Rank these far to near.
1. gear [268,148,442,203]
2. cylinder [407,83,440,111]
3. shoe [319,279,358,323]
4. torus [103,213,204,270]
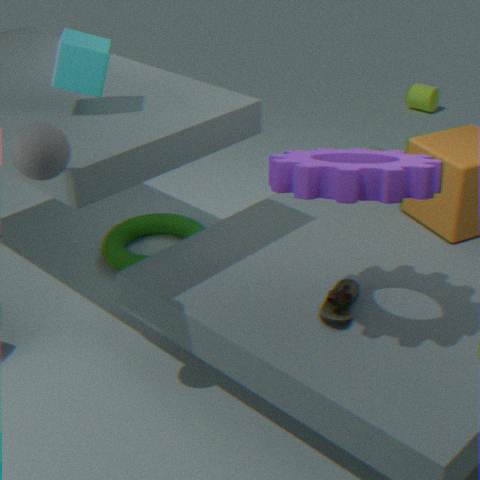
cylinder [407,83,440,111] → torus [103,213,204,270] → shoe [319,279,358,323] → gear [268,148,442,203]
